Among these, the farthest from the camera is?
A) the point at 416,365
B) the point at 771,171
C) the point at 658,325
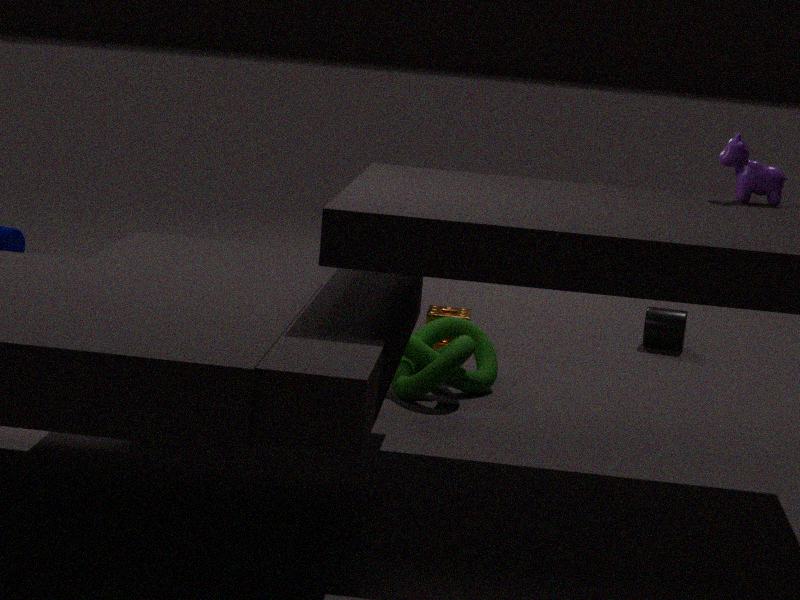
the point at 658,325
